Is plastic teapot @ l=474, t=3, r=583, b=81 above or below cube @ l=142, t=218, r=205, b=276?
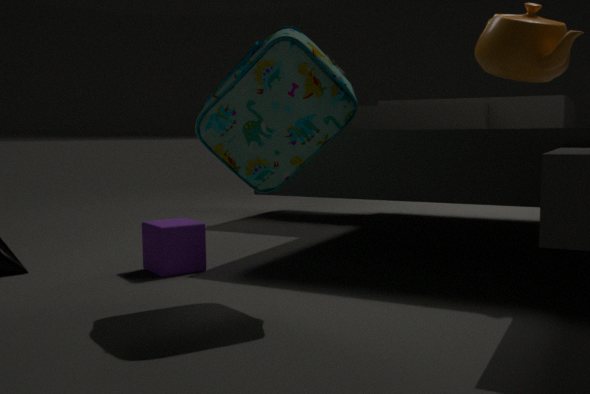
above
